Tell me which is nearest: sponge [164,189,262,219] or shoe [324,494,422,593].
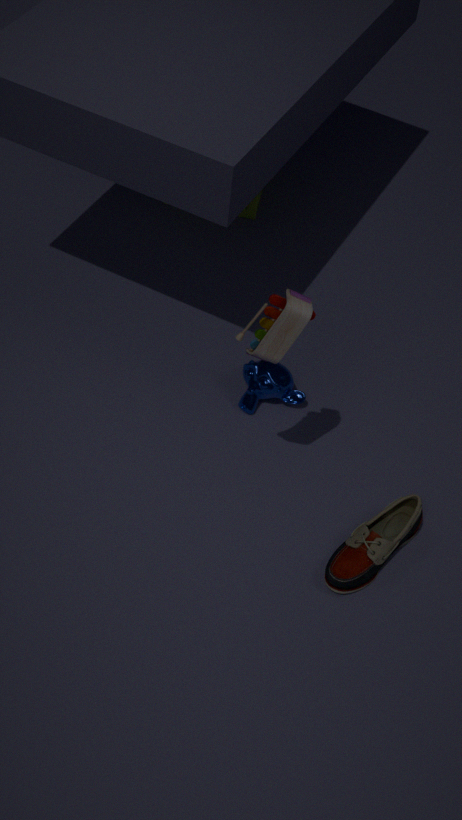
shoe [324,494,422,593]
